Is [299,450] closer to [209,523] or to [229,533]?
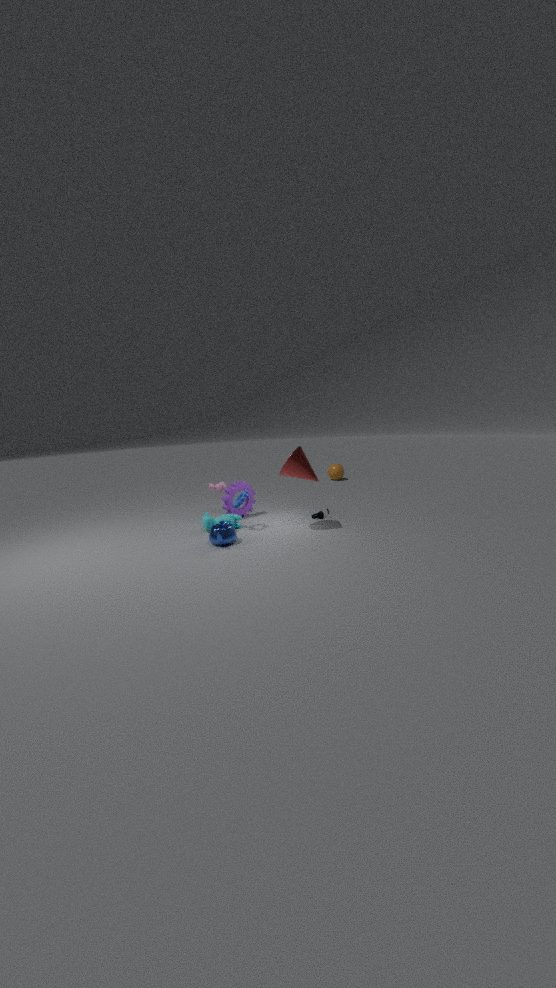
[229,533]
